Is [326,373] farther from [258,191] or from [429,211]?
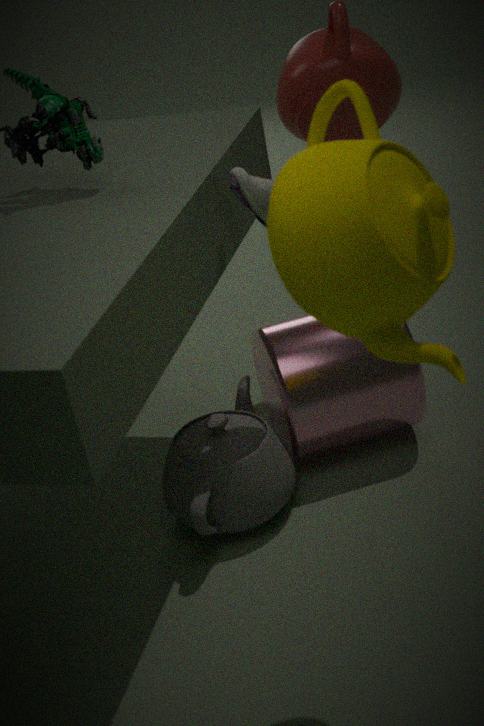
[429,211]
